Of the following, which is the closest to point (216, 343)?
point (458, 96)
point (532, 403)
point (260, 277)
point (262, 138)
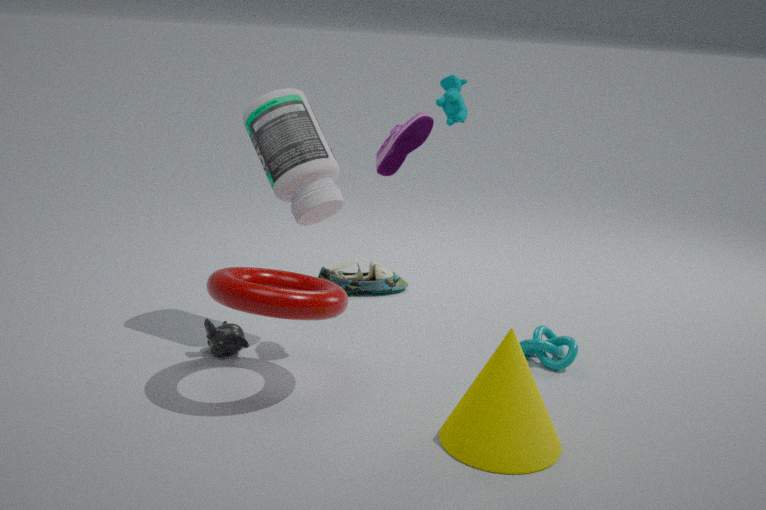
point (260, 277)
